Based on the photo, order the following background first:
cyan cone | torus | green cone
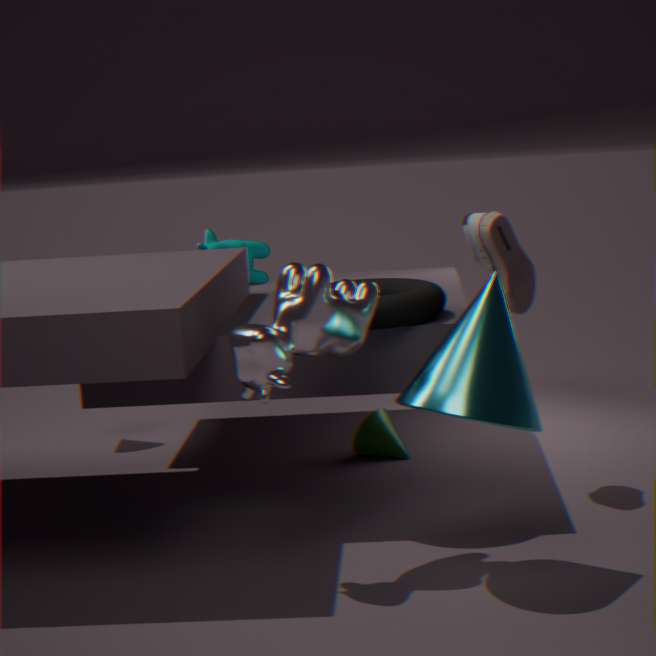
green cone
torus
cyan cone
